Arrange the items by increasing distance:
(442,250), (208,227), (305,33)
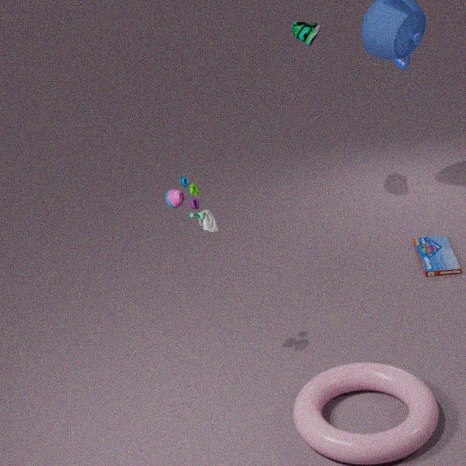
1. (208,227)
2. (305,33)
3. (442,250)
